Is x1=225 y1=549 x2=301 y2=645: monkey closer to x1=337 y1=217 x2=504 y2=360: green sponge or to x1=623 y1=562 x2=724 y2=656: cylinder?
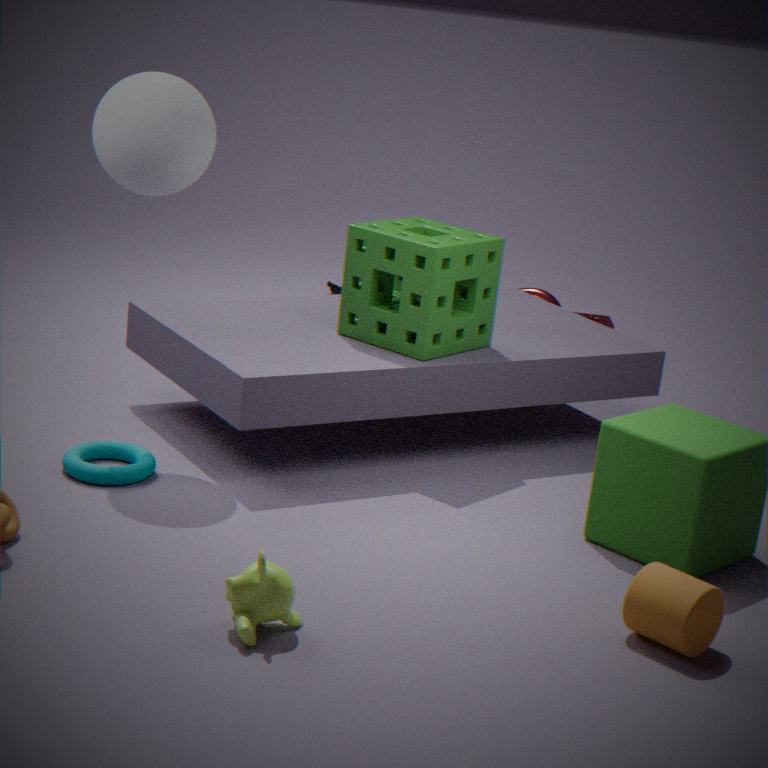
x1=623 y1=562 x2=724 y2=656: cylinder
